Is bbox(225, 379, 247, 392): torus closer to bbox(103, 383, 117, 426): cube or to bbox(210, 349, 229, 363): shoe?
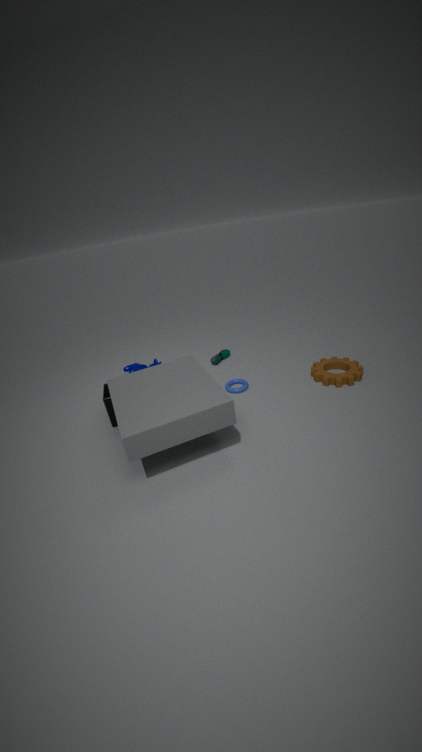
bbox(210, 349, 229, 363): shoe
